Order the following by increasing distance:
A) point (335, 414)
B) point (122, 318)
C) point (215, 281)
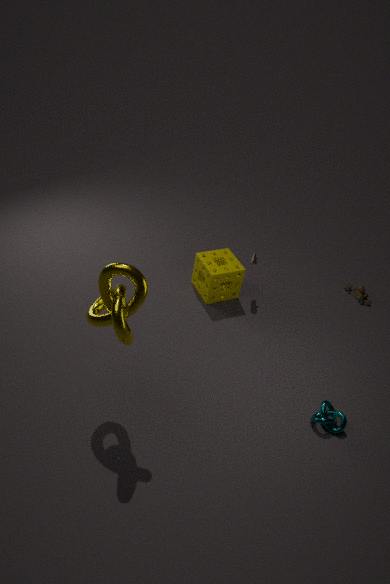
point (122, 318) < point (335, 414) < point (215, 281)
